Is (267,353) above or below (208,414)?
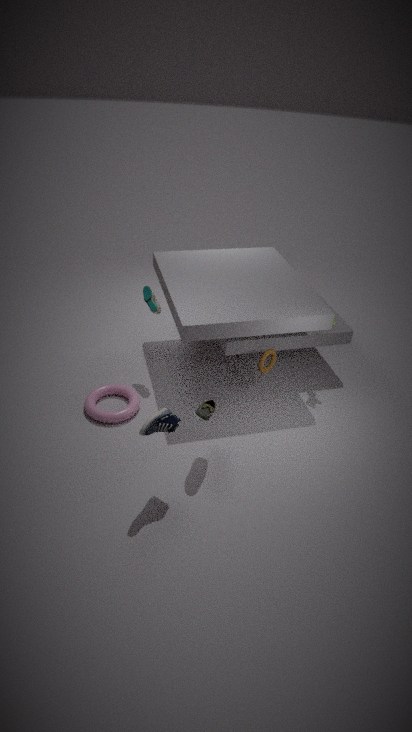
below
